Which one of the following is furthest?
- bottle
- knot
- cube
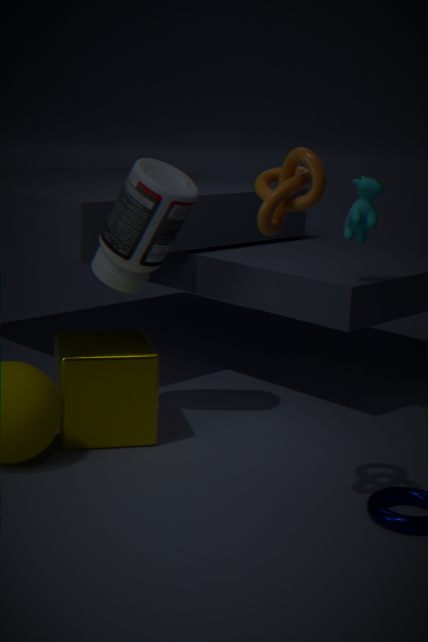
bottle
